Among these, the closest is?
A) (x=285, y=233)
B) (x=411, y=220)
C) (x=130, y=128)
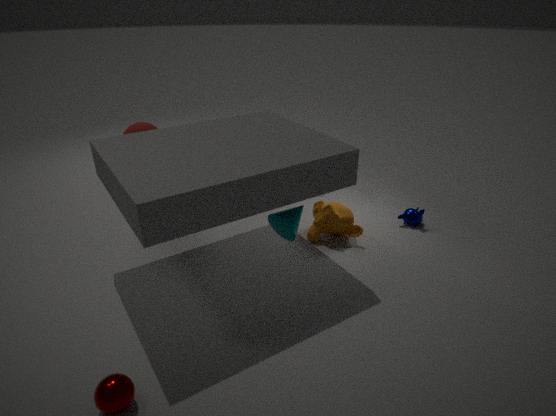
(x=285, y=233)
